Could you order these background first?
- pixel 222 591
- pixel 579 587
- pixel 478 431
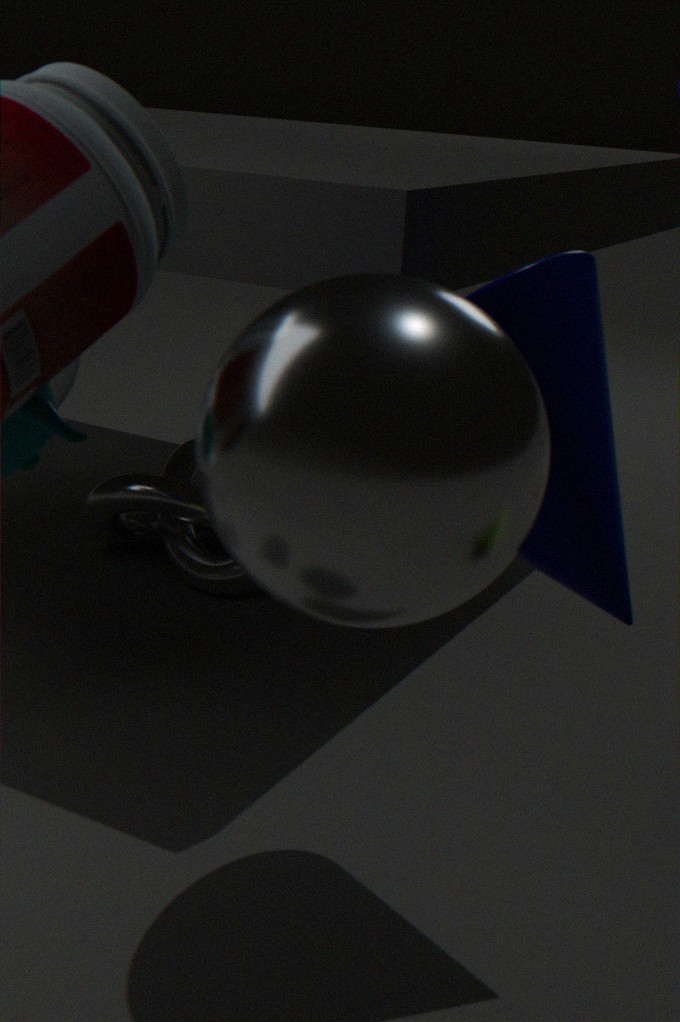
pixel 222 591 < pixel 579 587 < pixel 478 431
